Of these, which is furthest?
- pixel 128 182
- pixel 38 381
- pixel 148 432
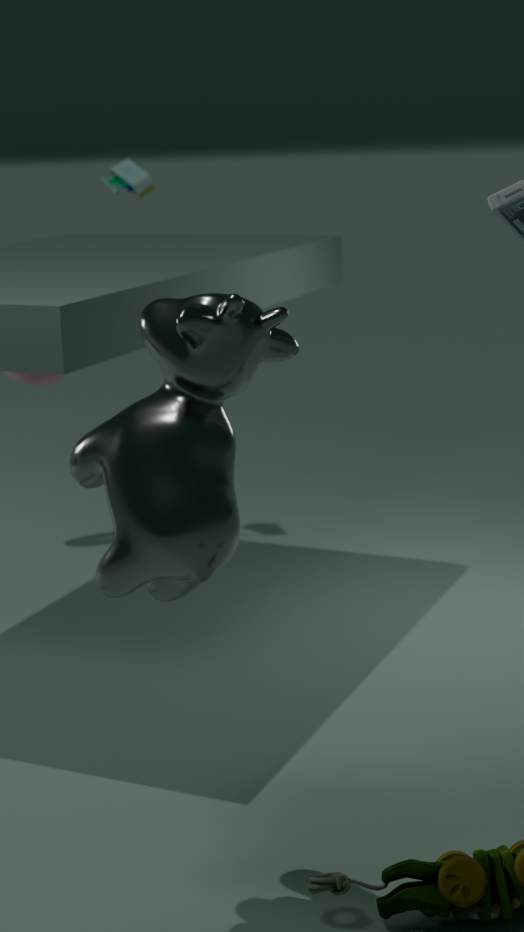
pixel 128 182
